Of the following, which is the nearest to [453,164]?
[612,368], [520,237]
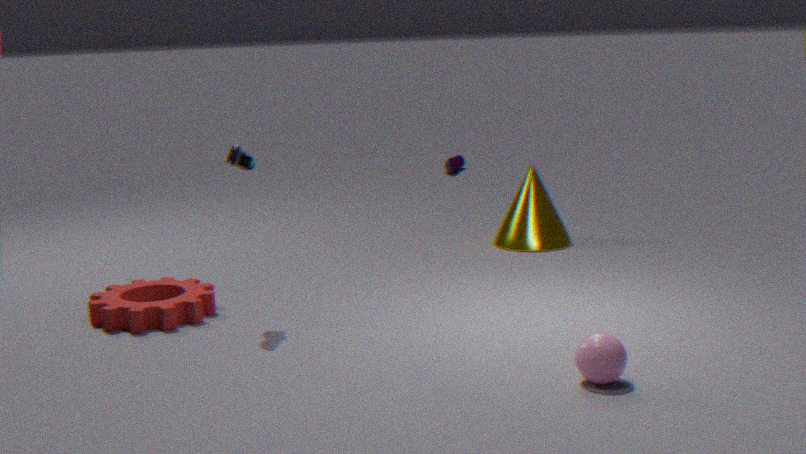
[520,237]
